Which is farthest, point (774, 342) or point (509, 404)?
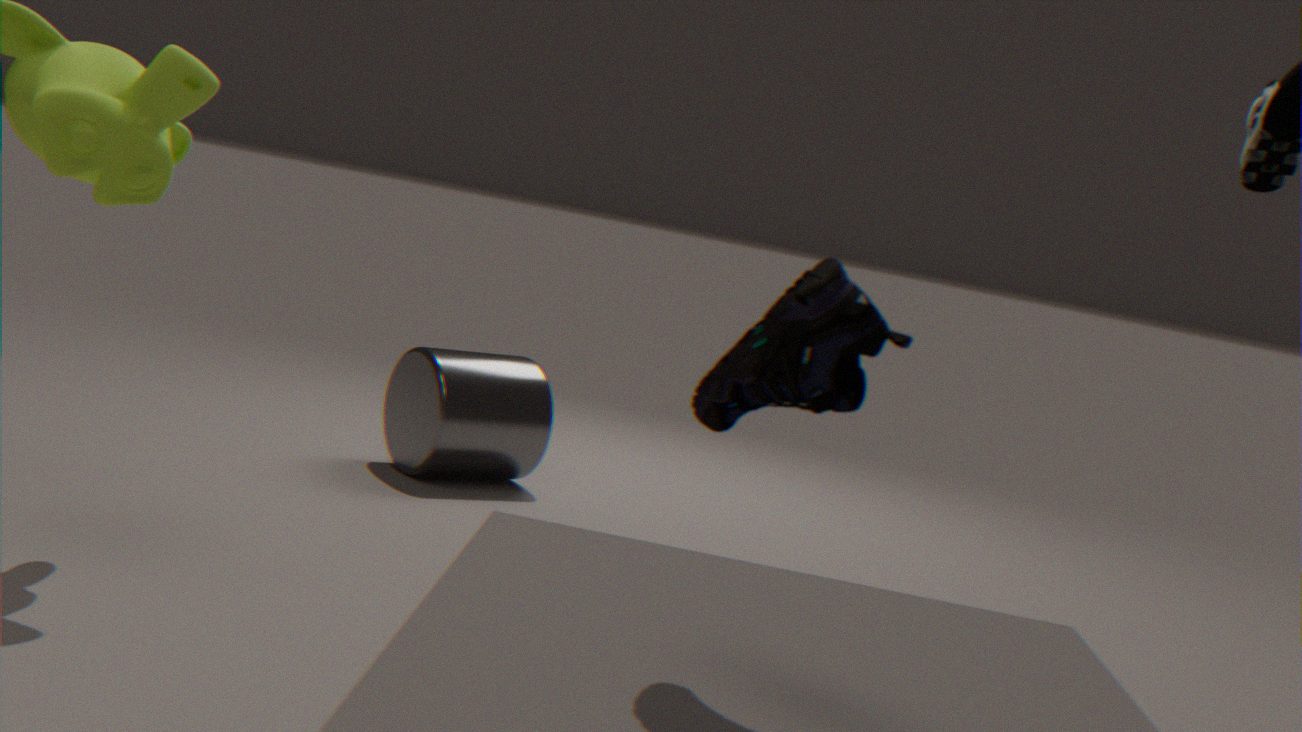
point (509, 404)
